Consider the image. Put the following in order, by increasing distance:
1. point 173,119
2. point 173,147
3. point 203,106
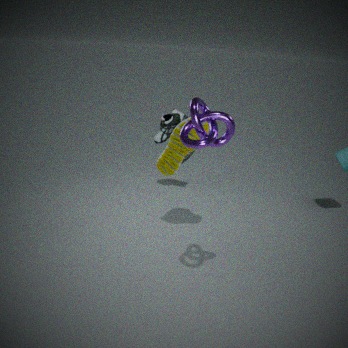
point 203,106
point 173,147
point 173,119
